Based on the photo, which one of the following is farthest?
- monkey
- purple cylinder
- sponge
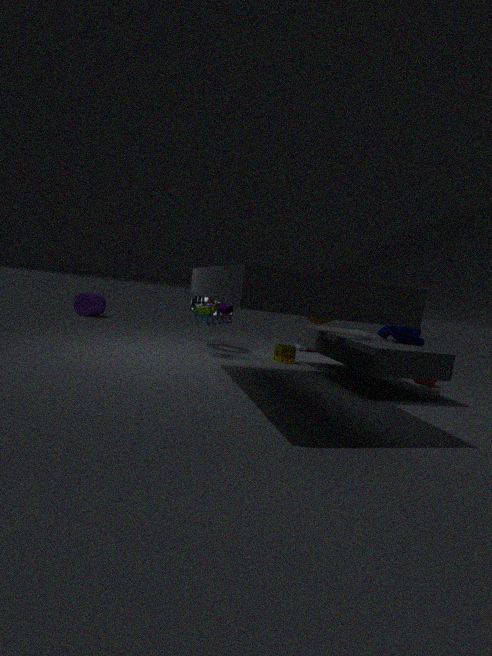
purple cylinder
